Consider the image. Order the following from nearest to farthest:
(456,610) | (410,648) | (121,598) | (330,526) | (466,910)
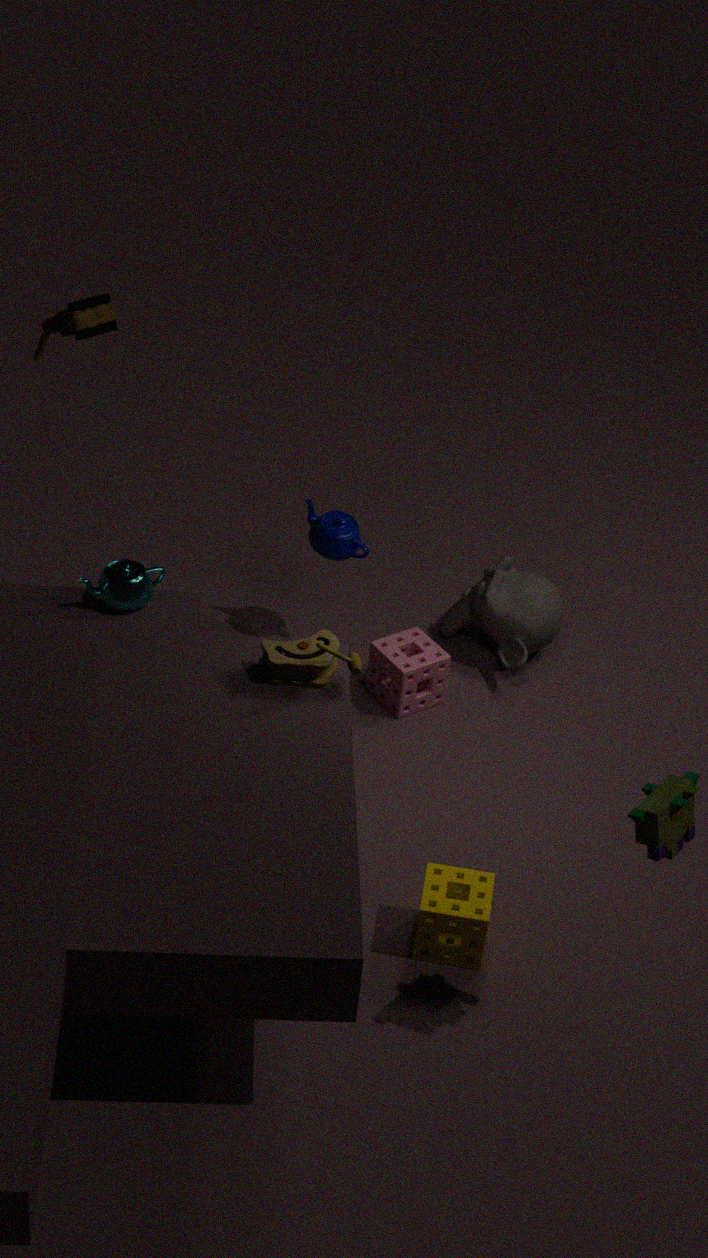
(466,910) < (121,598) < (410,648) < (330,526) < (456,610)
